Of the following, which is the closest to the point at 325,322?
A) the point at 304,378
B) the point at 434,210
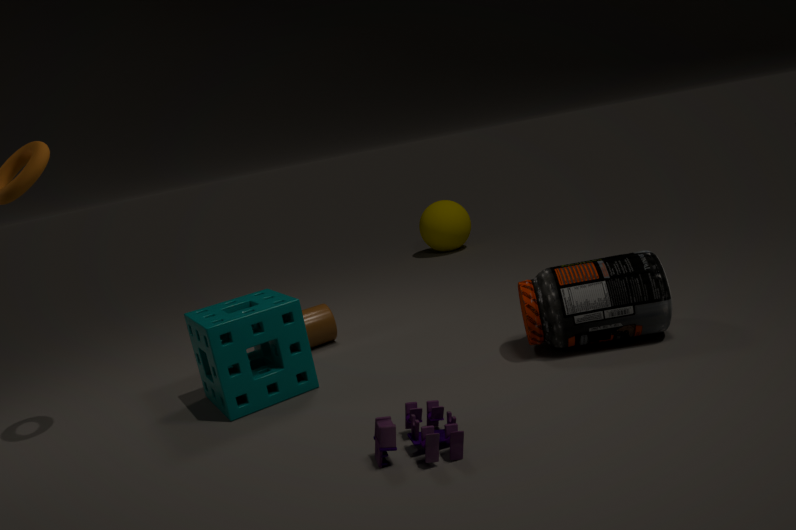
Answer: the point at 304,378
